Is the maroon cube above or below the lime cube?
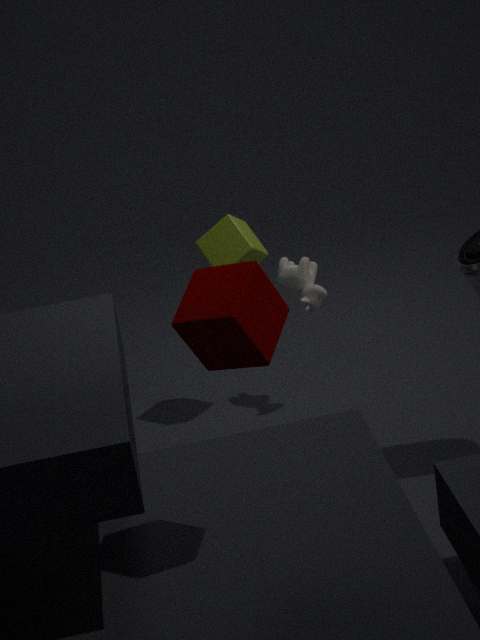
above
